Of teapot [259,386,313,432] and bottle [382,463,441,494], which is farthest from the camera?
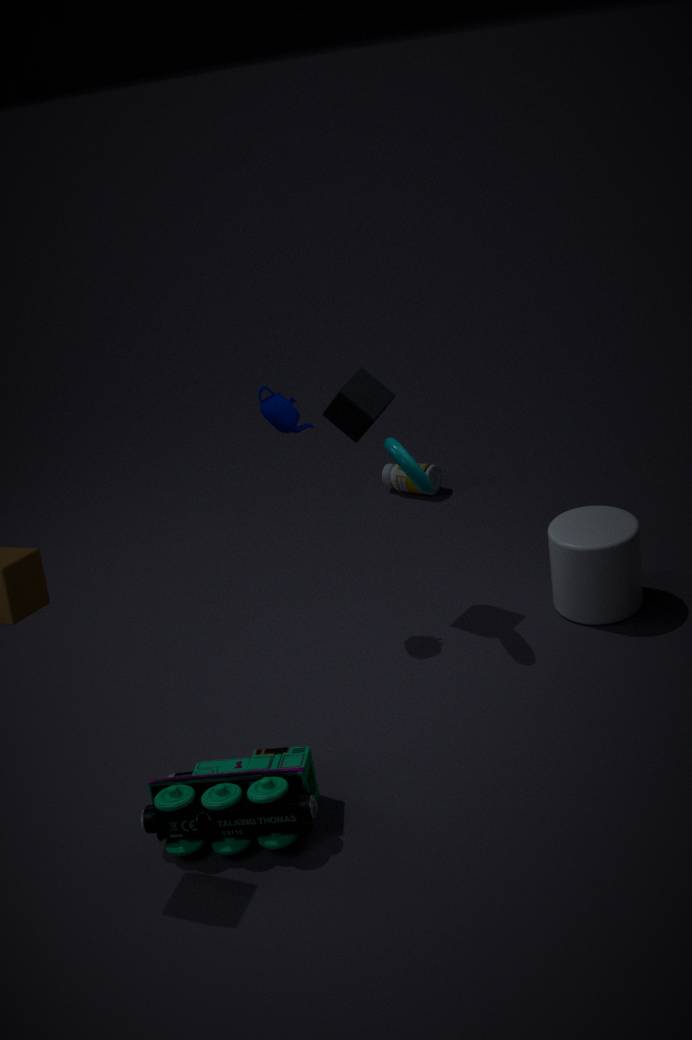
bottle [382,463,441,494]
